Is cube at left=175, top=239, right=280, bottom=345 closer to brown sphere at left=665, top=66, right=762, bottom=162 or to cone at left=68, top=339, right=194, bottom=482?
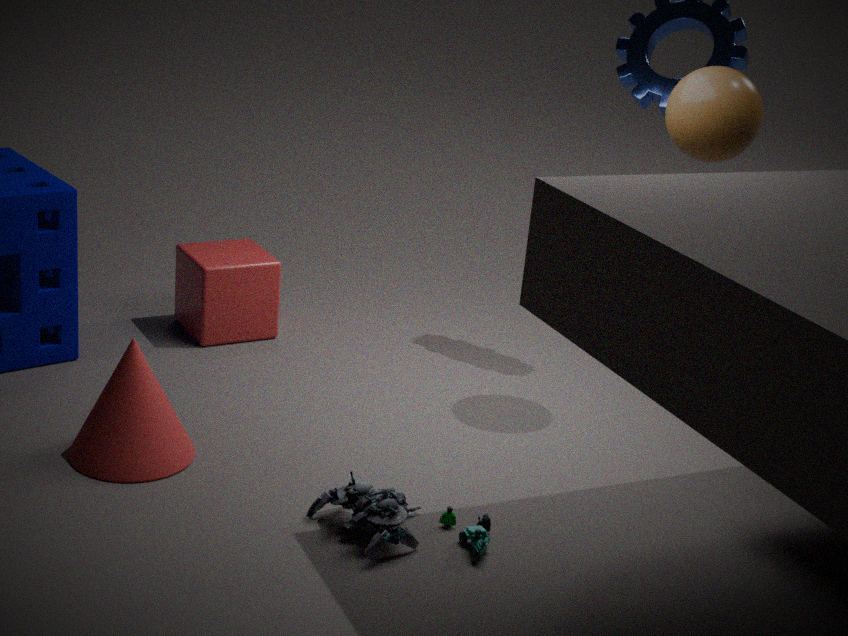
cone at left=68, top=339, right=194, bottom=482
